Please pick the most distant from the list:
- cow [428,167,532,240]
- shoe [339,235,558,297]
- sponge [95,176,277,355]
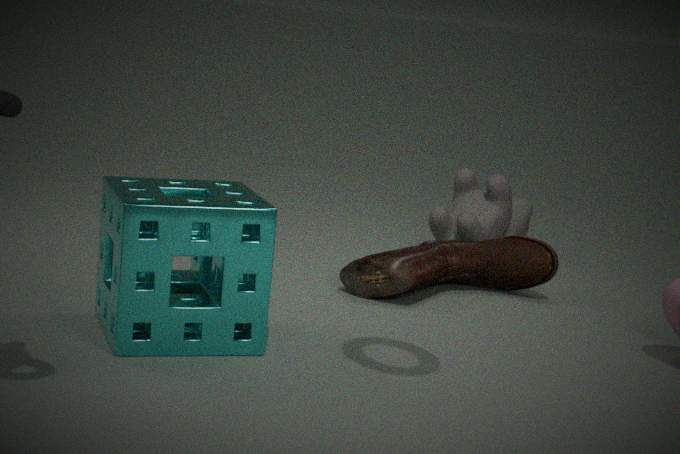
cow [428,167,532,240]
